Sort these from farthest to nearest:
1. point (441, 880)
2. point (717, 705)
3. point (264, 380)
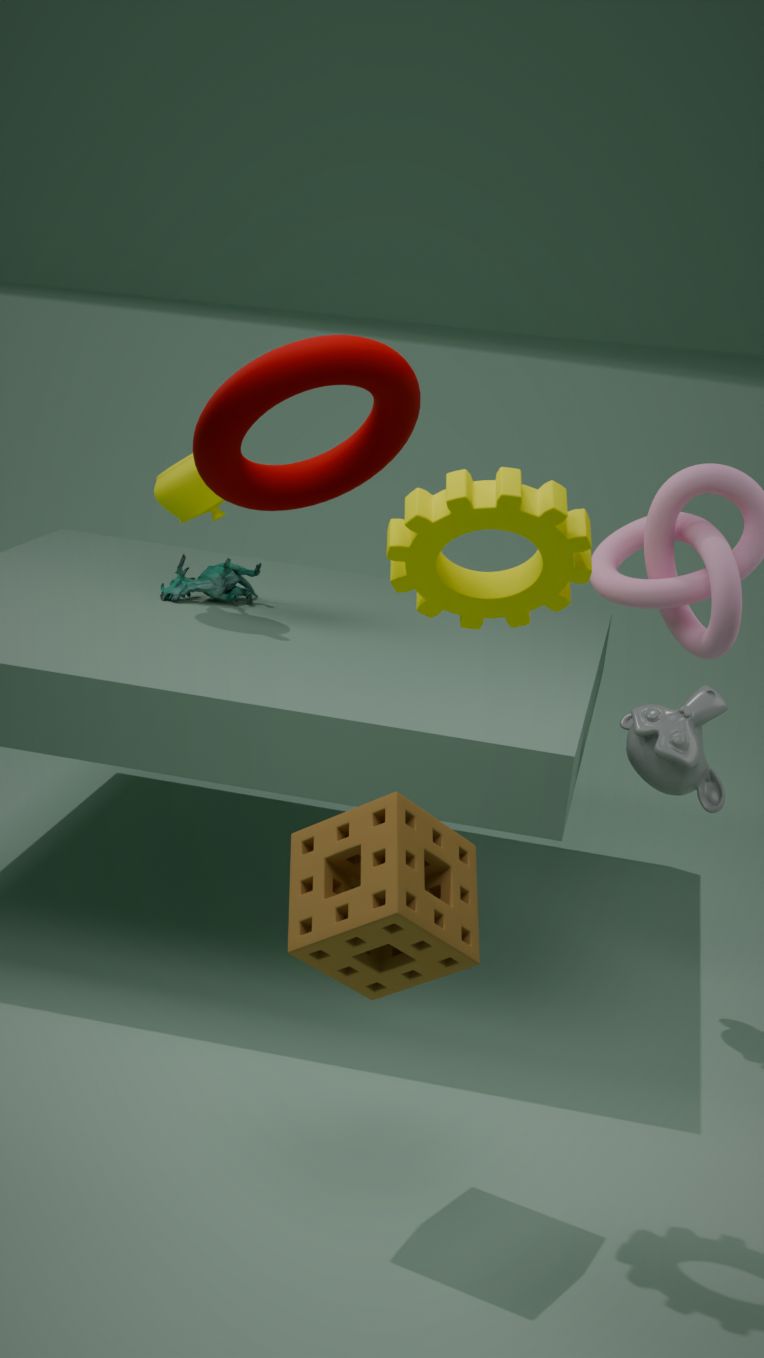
1. point (717, 705)
2. point (441, 880)
3. point (264, 380)
